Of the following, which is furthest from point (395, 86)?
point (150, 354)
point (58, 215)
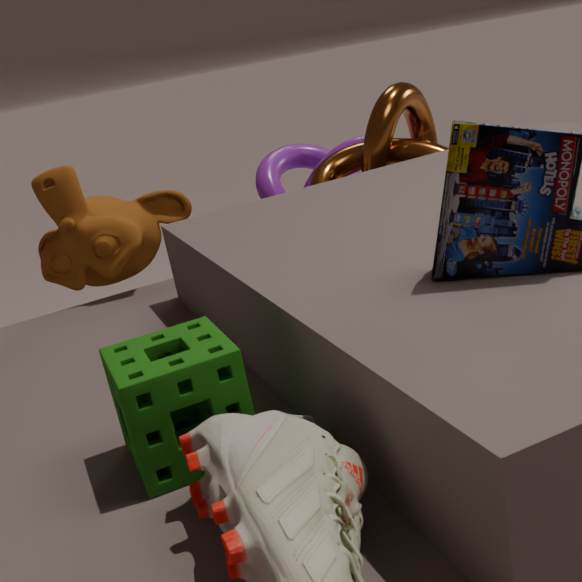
point (150, 354)
